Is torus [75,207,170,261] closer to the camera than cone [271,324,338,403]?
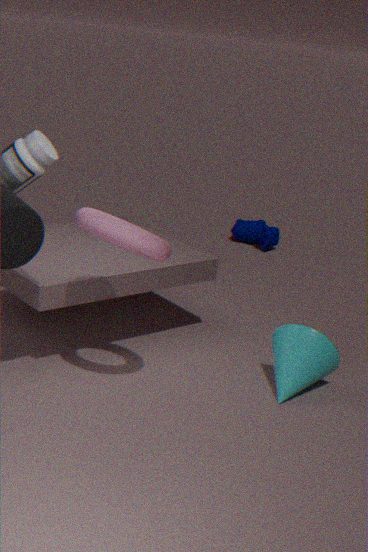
Yes
